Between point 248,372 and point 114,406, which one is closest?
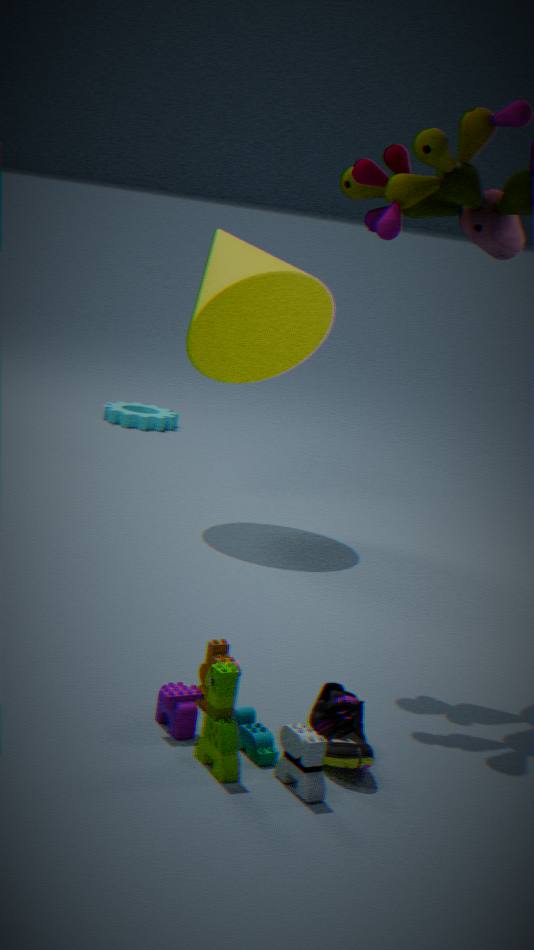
point 248,372
